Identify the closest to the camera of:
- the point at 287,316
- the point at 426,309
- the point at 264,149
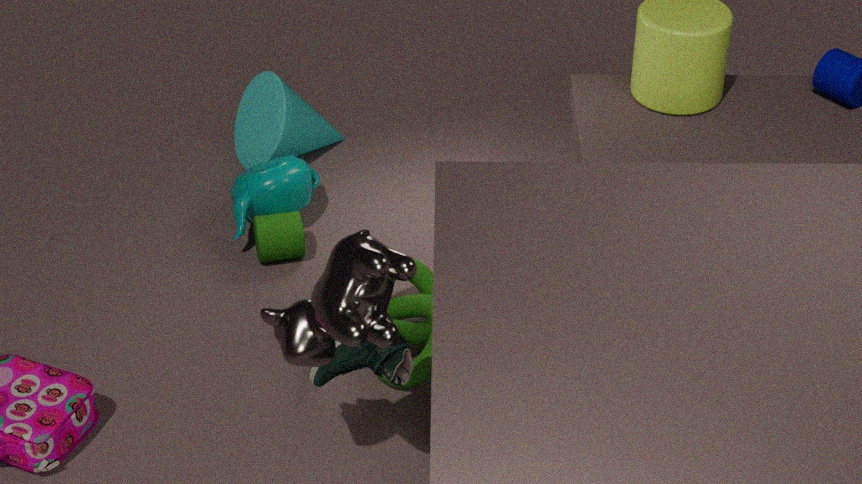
the point at 287,316
